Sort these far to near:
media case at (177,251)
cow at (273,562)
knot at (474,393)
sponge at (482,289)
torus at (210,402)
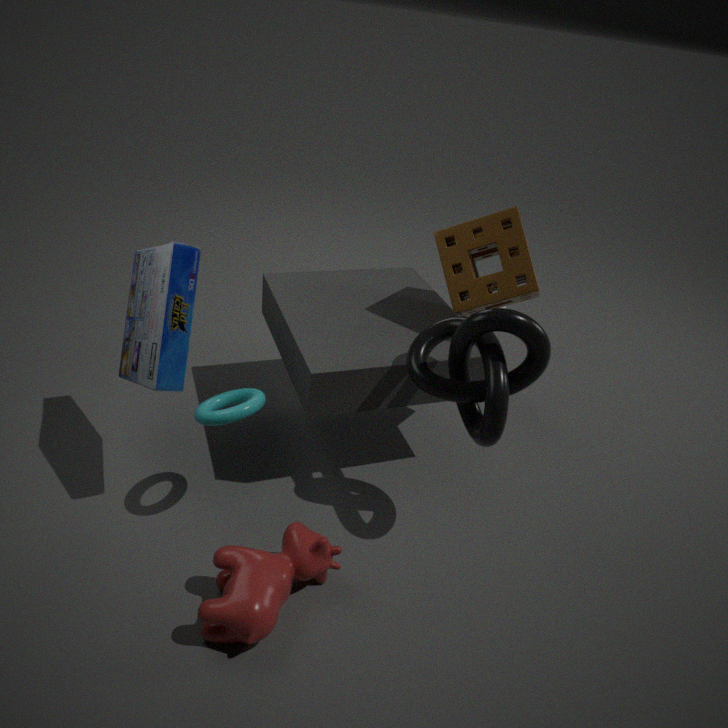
sponge at (482,289) → torus at (210,402) → media case at (177,251) → knot at (474,393) → cow at (273,562)
